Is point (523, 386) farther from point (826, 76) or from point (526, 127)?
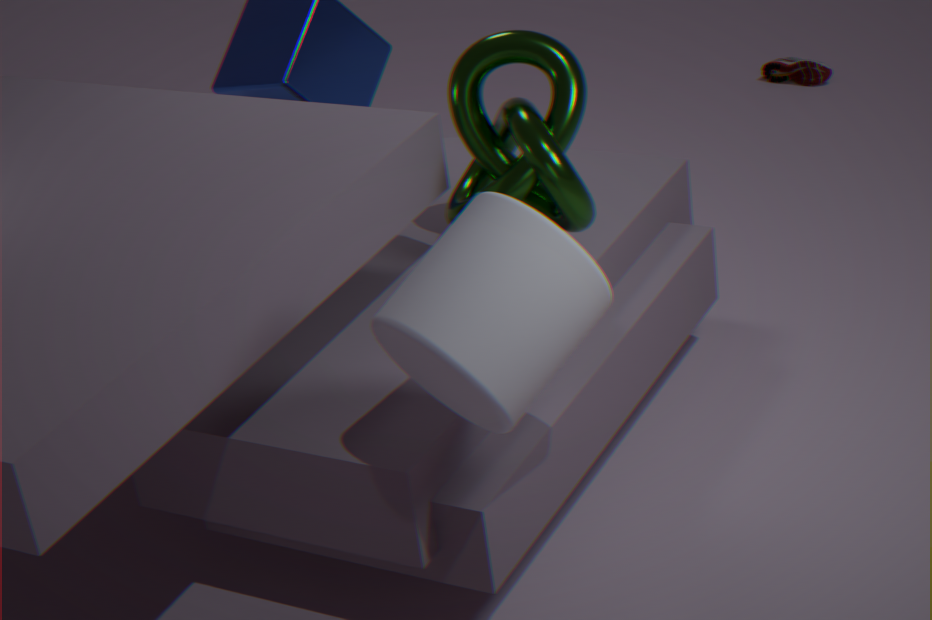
point (826, 76)
